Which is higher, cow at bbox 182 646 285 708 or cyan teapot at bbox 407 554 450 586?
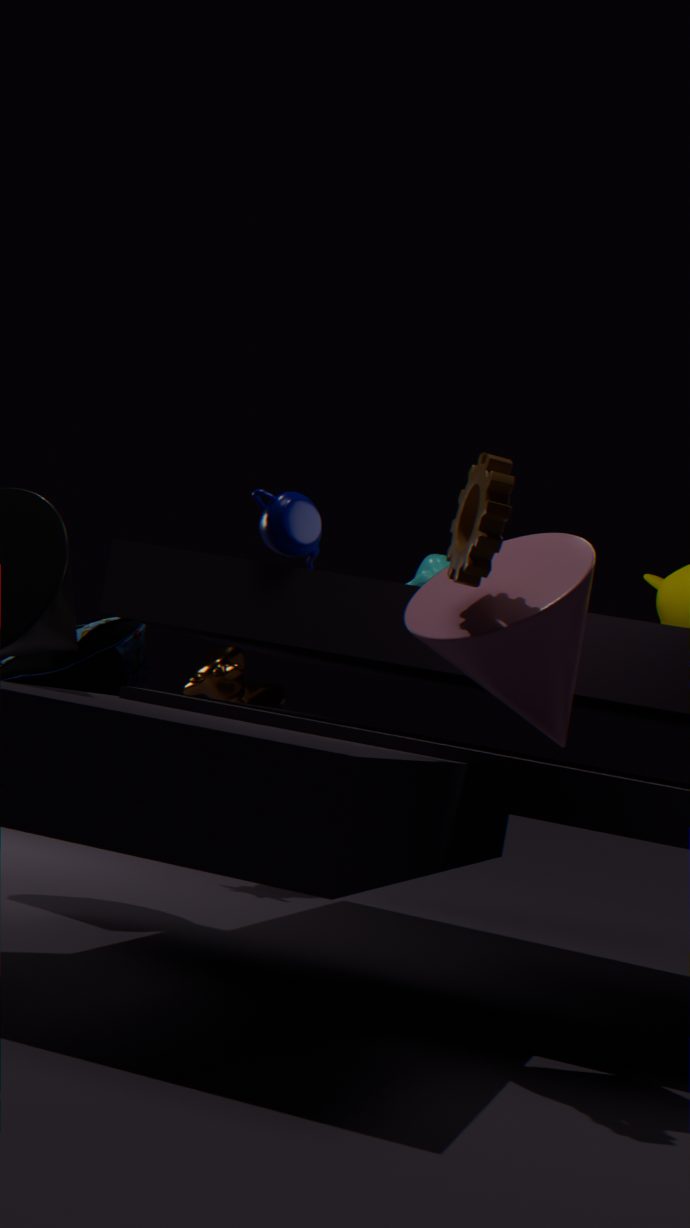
cyan teapot at bbox 407 554 450 586
